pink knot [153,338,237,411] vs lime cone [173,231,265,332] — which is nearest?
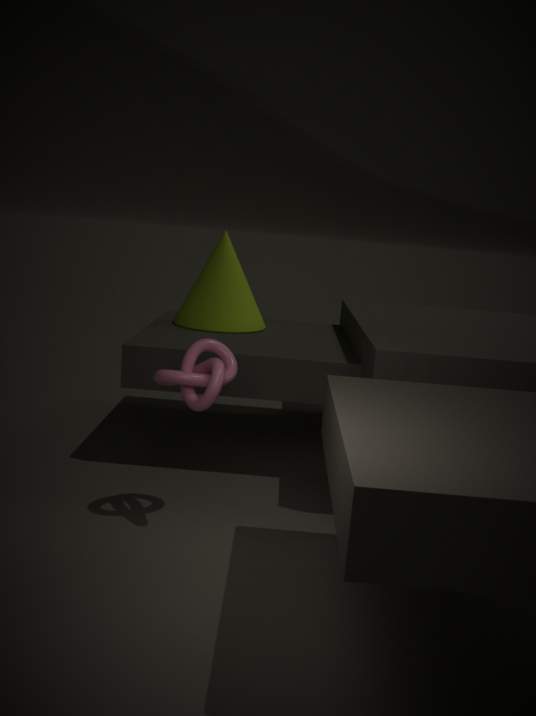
pink knot [153,338,237,411]
